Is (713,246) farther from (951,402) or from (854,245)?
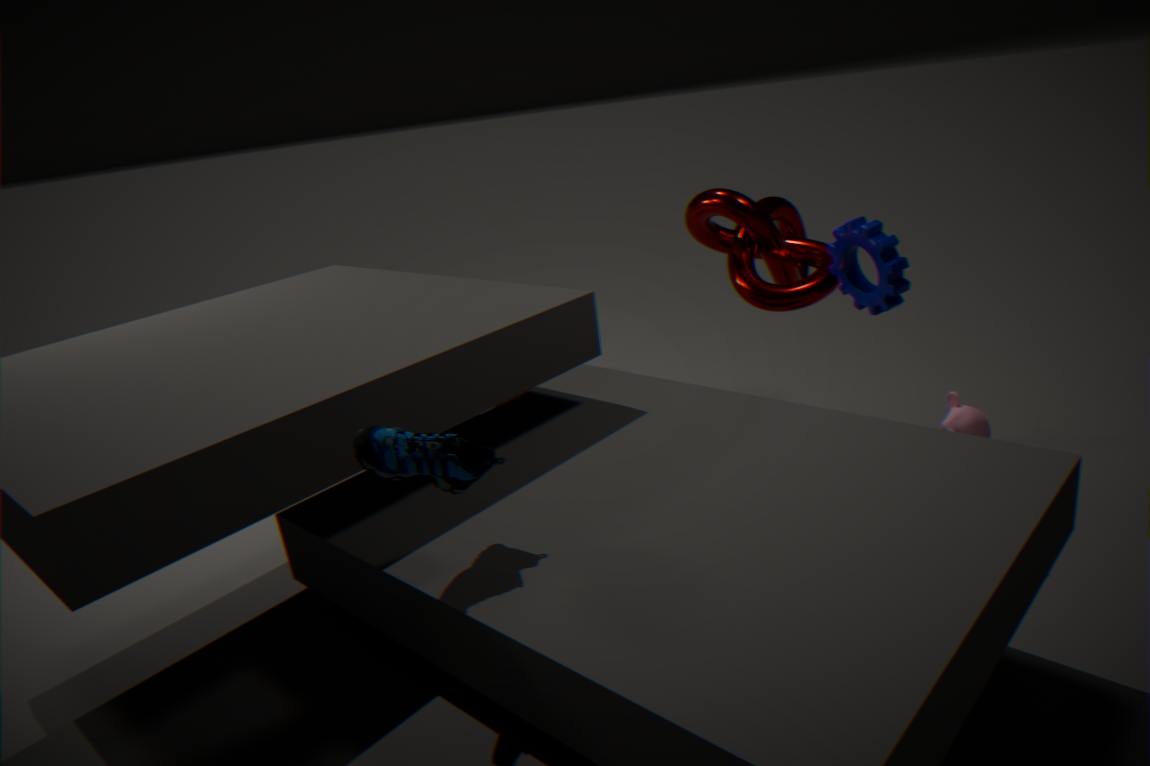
(951,402)
